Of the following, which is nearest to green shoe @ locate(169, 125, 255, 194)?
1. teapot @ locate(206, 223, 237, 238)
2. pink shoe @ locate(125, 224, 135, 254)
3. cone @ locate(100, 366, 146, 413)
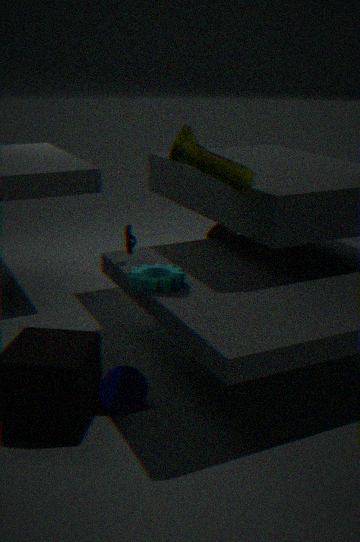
pink shoe @ locate(125, 224, 135, 254)
